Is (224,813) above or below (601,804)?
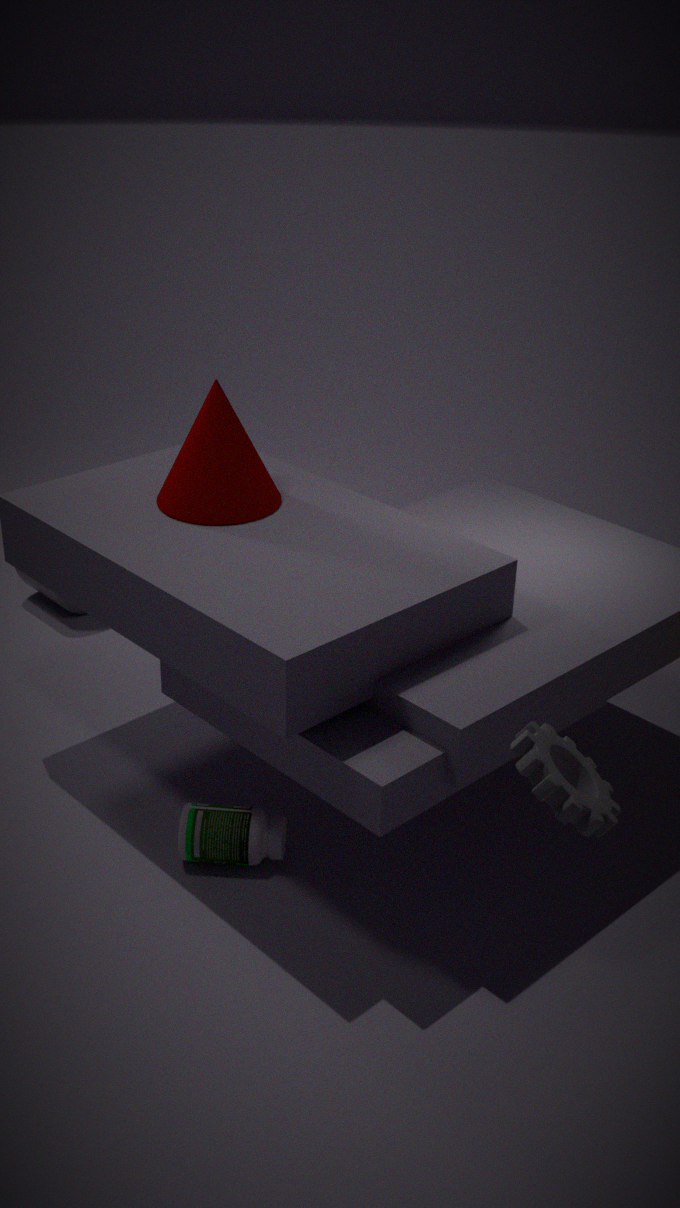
below
